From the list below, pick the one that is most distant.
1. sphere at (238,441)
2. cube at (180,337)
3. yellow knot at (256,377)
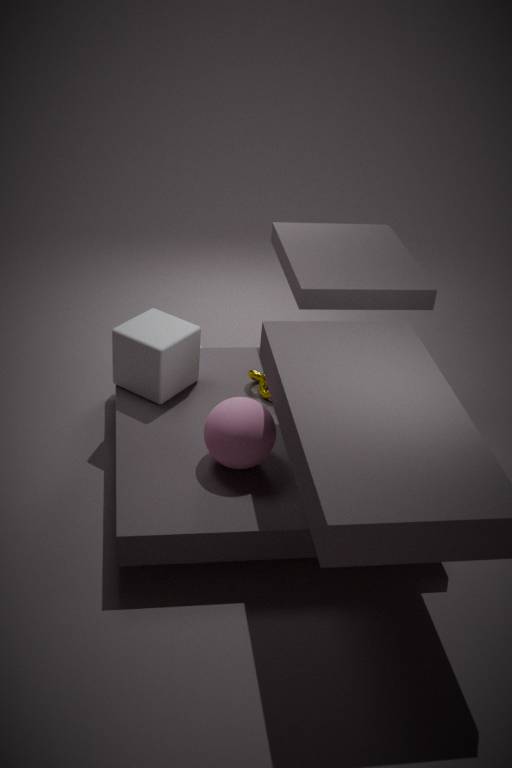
yellow knot at (256,377)
